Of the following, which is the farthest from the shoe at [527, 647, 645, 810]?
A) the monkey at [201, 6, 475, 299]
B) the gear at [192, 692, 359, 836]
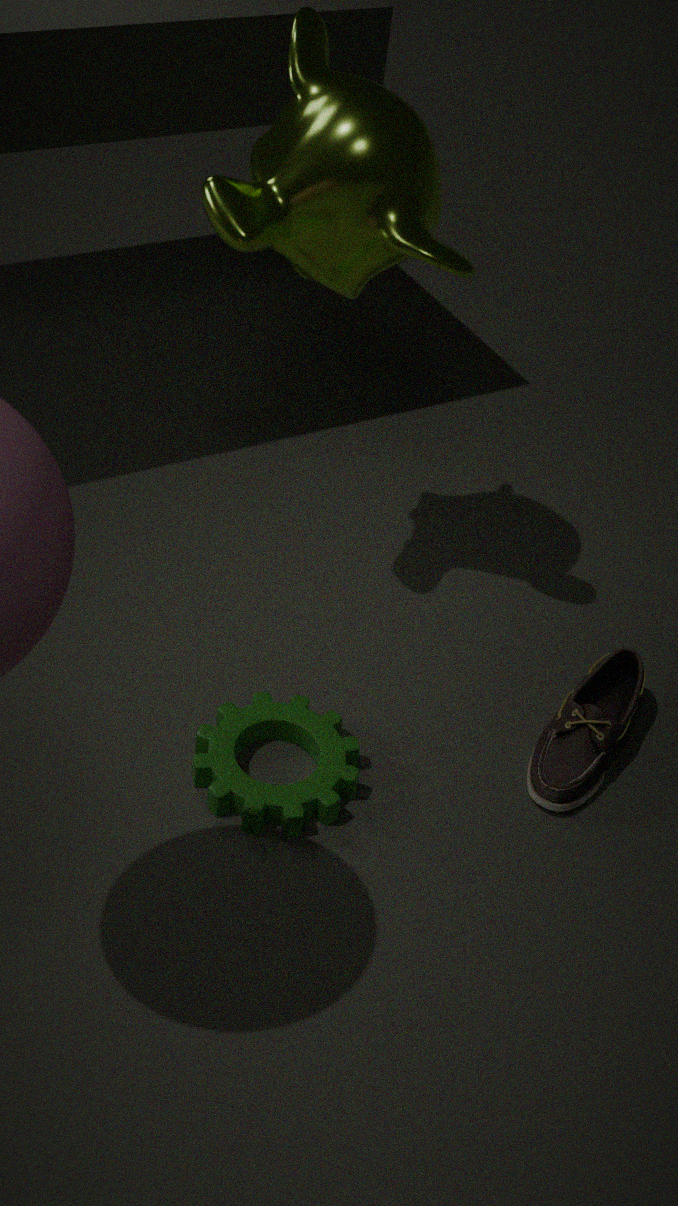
the monkey at [201, 6, 475, 299]
